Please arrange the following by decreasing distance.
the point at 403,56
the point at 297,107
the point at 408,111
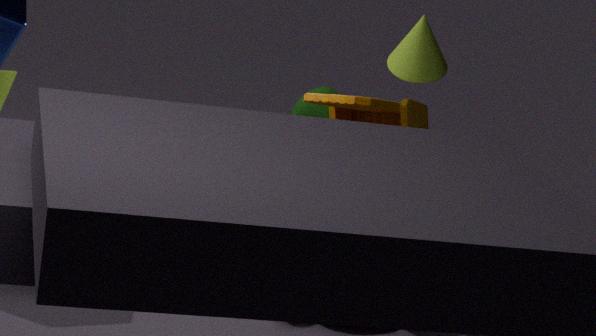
1. the point at 297,107
2. the point at 408,111
3. the point at 403,56
